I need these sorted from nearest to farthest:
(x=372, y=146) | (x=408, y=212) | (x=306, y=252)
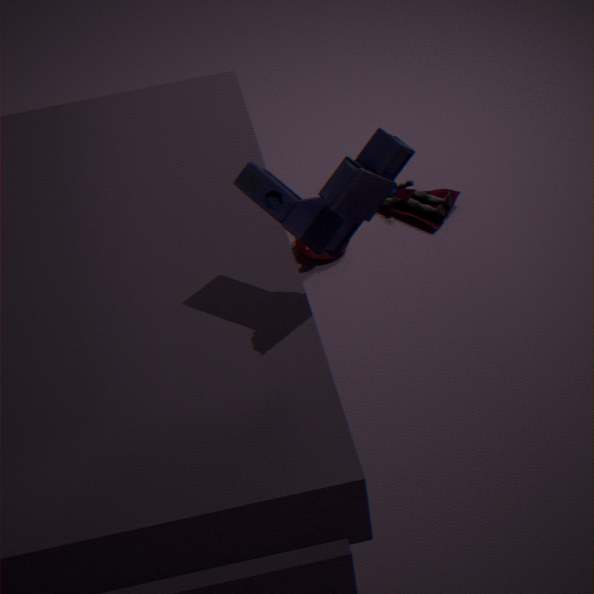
(x=372, y=146), (x=306, y=252), (x=408, y=212)
